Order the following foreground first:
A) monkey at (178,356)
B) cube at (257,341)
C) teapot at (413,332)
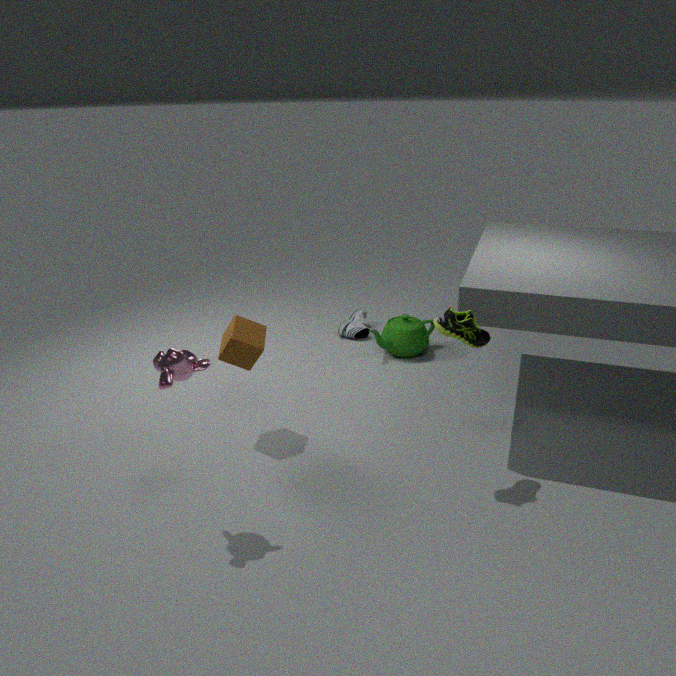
monkey at (178,356), cube at (257,341), teapot at (413,332)
